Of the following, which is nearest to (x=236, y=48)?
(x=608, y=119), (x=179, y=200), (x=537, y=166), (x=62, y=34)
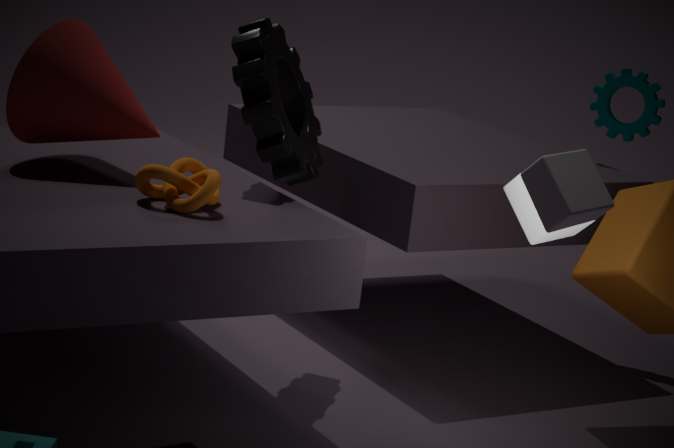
(x=179, y=200)
